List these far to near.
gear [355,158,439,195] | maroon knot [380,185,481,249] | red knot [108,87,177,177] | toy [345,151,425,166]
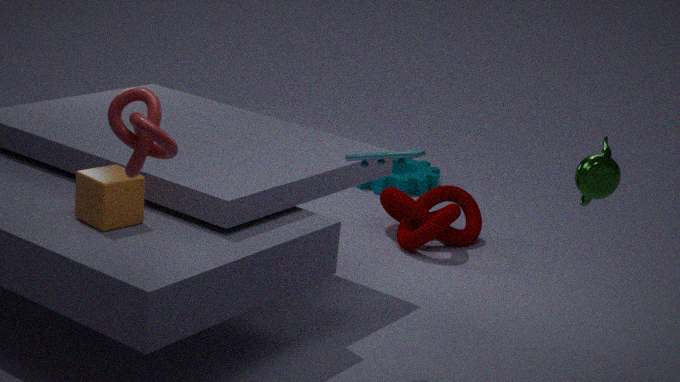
1. gear [355,158,439,195]
2. maroon knot [380,185,481,249]
3. toy [345,151,425,166]
4. red knot [108,87,177,177]
